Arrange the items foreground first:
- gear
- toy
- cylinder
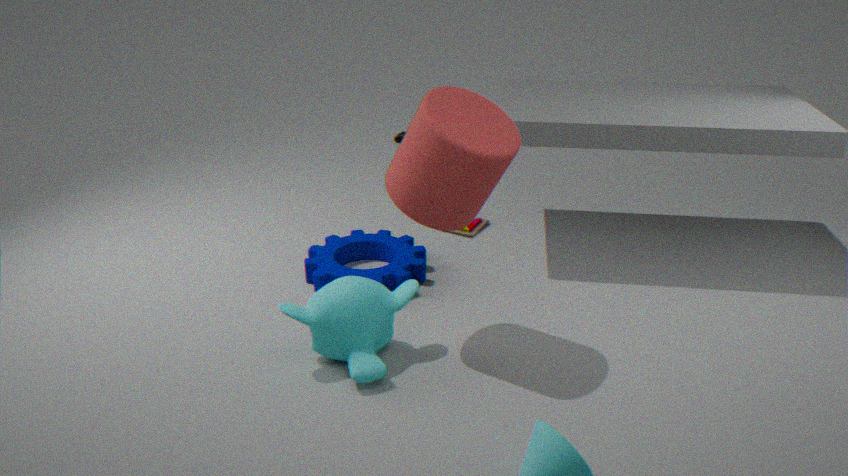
1. cylinder
2. gear
3. toy
